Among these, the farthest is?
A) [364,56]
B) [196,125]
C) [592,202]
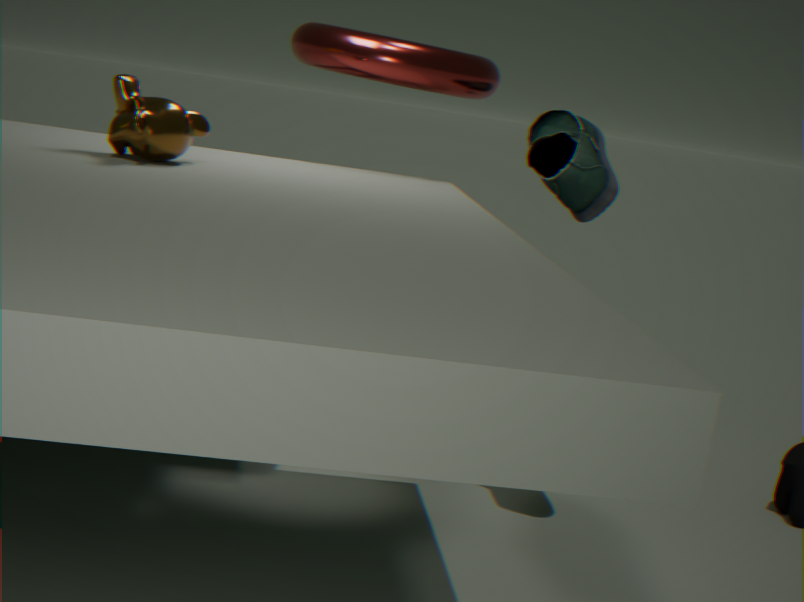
[364,56]
